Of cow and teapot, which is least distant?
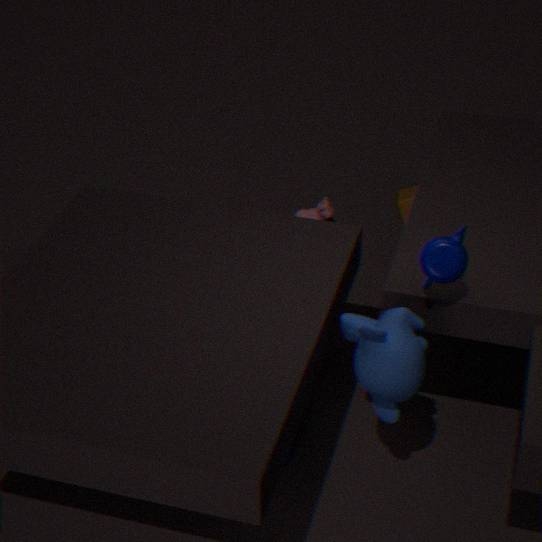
teapot
